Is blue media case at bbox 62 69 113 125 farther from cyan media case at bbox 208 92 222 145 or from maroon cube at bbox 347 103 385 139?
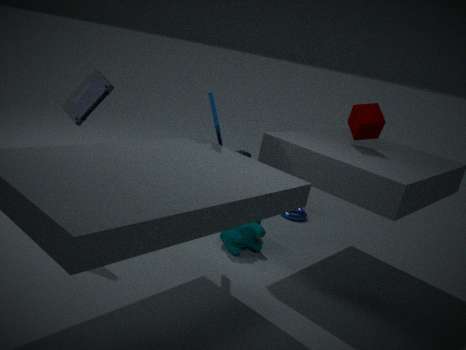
maroon cube at bbox 347 103 385 139
